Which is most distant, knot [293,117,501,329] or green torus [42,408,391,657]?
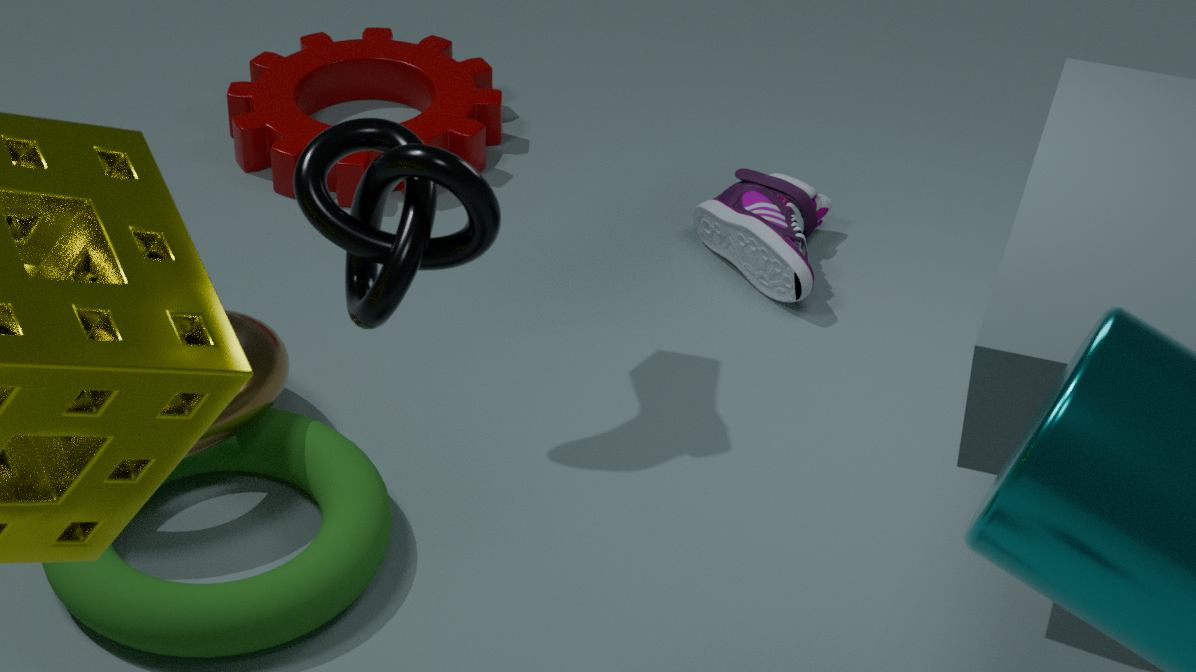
green torus [42,408,391,657]
